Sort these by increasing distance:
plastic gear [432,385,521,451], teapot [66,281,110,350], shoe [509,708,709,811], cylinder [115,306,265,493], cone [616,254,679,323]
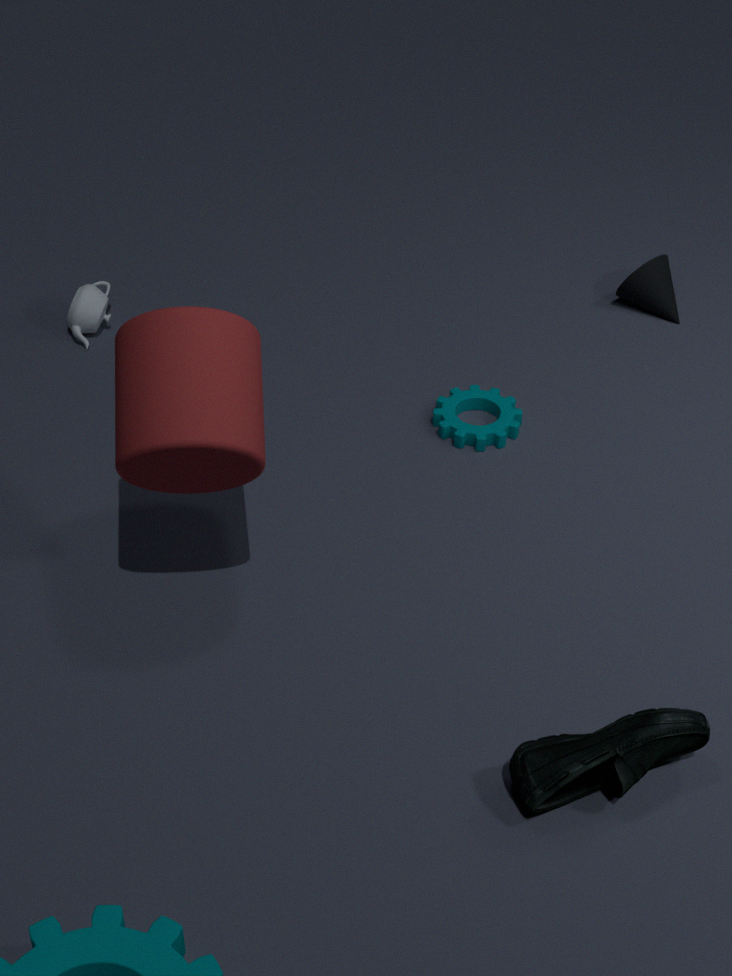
shoe [509,708,709,811] < cylinder [115,306,265,493] < plastic gear [432,385,521,451] < teapot [66,281,110,350] < cone [616,254,679,323]
